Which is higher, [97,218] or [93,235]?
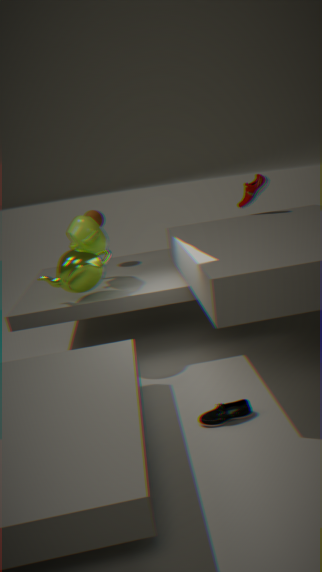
[97,218]
